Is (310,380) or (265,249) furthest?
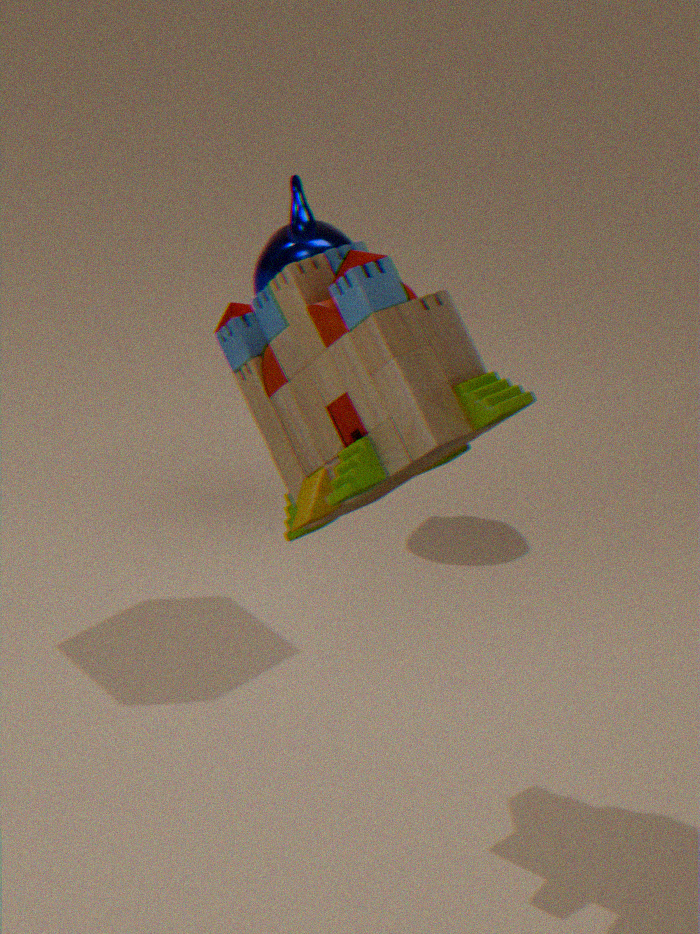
(265,249)
